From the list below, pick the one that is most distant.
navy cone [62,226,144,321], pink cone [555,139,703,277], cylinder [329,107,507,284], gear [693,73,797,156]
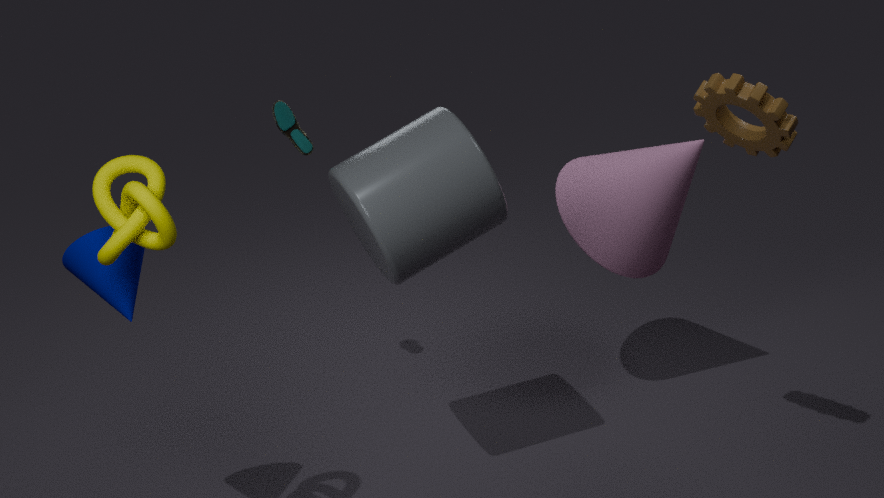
pink cone [555,139,703,277]
